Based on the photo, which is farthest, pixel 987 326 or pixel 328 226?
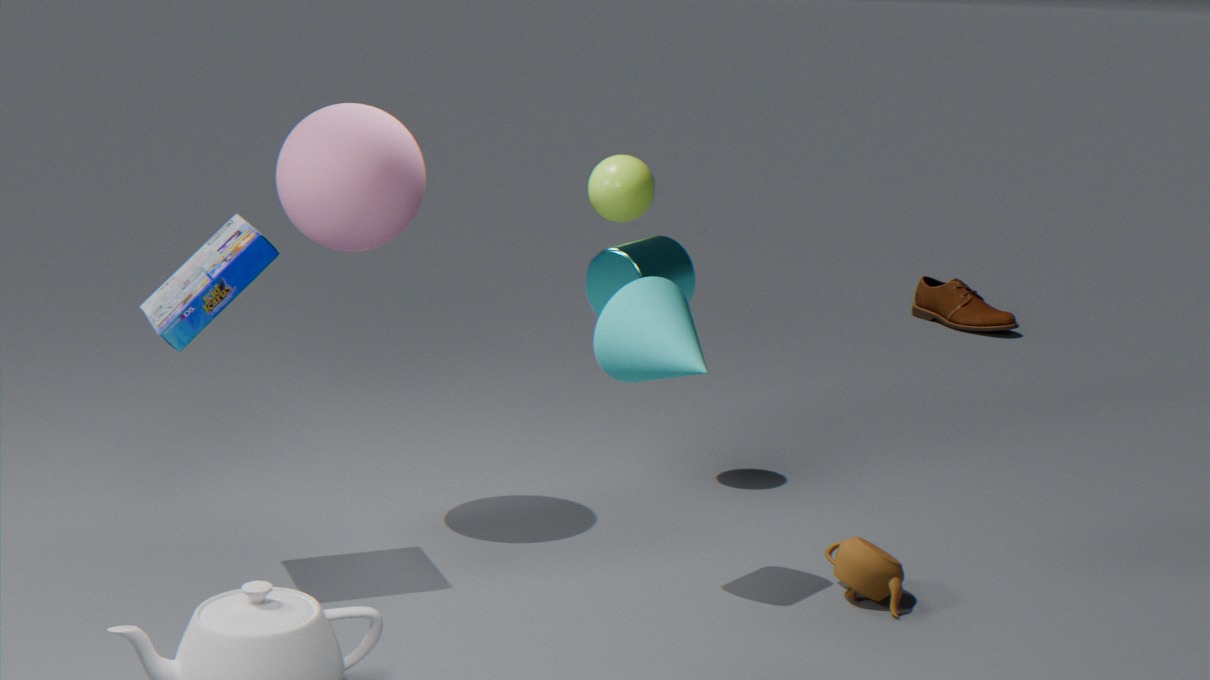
pixel 987 326
